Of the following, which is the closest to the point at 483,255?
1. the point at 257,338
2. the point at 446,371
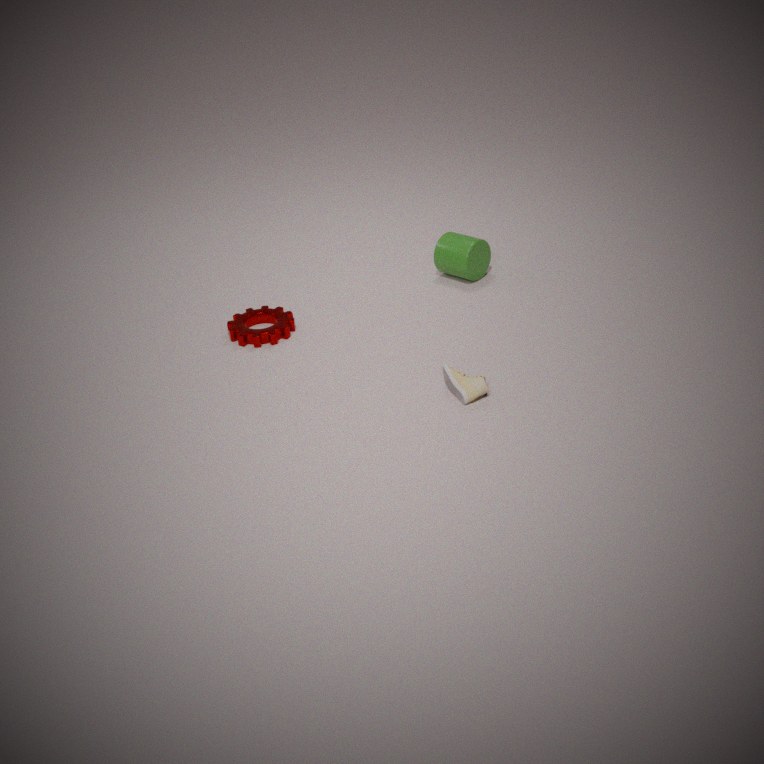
the point at 257,338
